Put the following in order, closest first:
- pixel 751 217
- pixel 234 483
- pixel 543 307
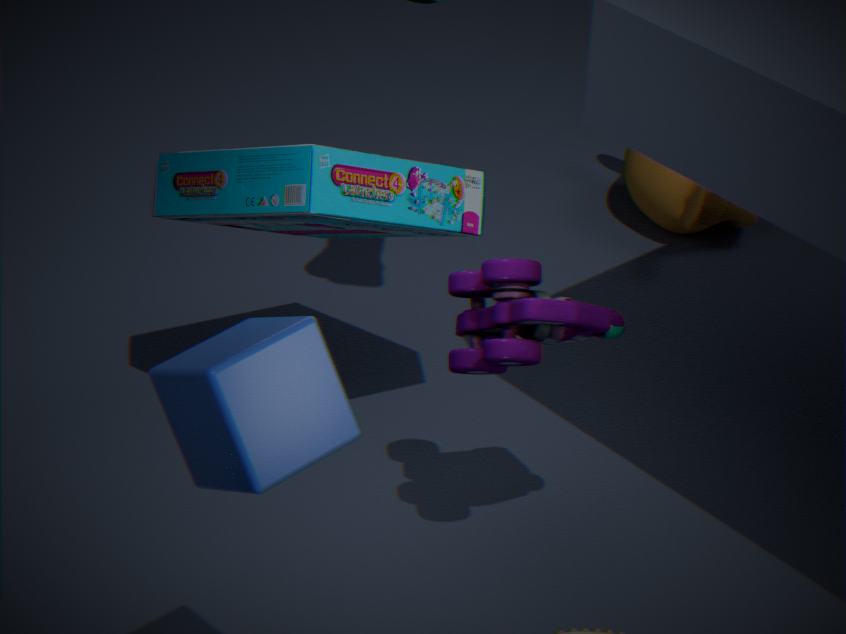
pixel 234 483 < pixel 543 307 < pixel 751 217
